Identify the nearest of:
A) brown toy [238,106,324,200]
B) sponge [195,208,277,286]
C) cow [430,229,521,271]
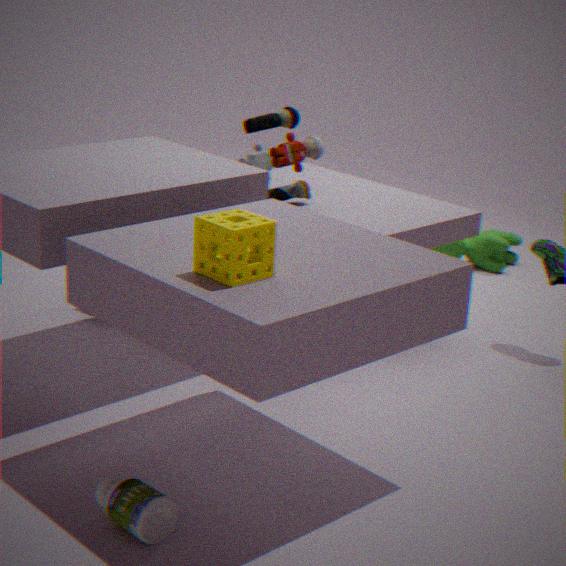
sponge [195,208,277,286]
